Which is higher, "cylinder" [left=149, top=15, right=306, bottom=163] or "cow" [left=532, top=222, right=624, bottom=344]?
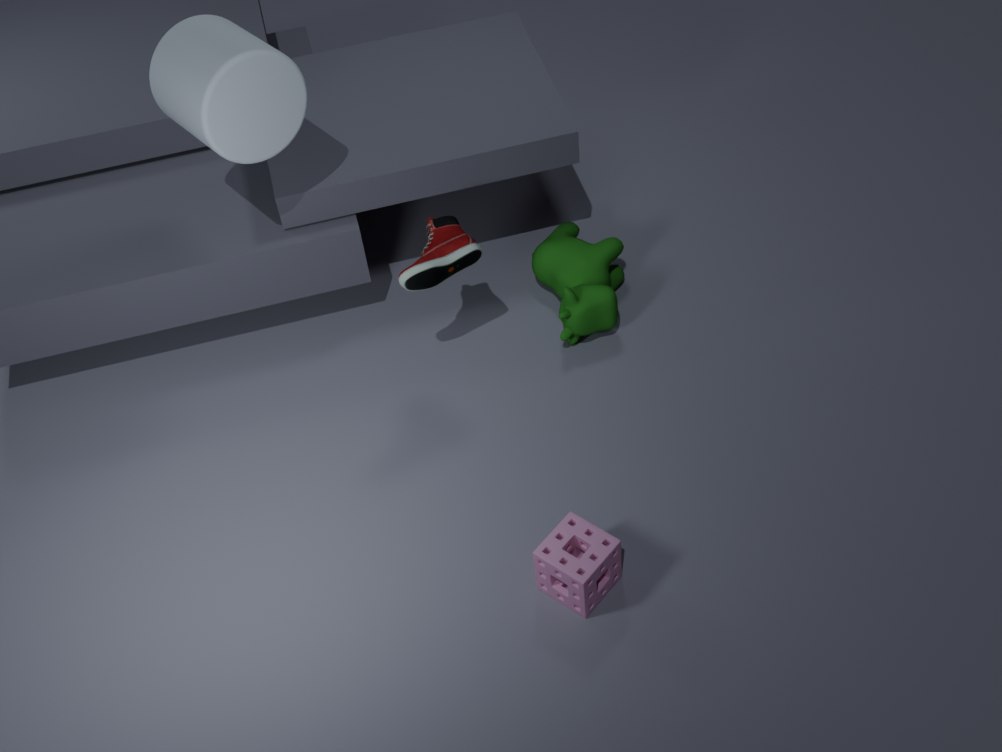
"cylinder" [left=149, top=15, right=306, bottom=163]
